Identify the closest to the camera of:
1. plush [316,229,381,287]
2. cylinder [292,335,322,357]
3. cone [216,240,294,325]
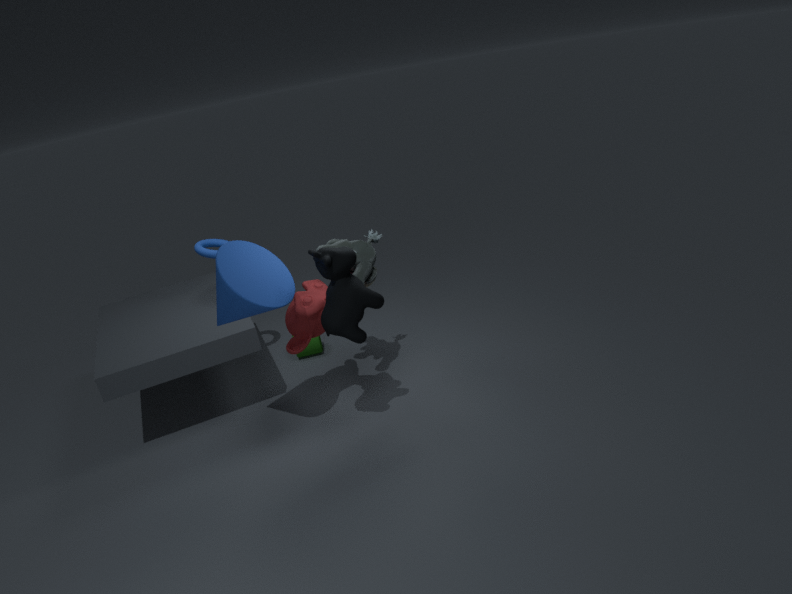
cone [216,240,294,325]
